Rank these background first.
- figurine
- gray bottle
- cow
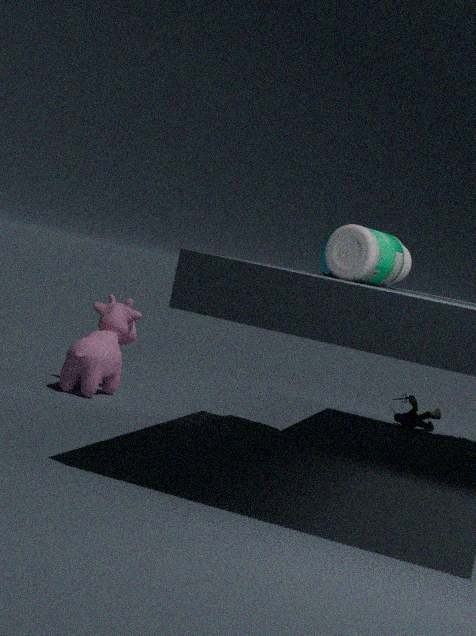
figurine
cow
gray bottle
